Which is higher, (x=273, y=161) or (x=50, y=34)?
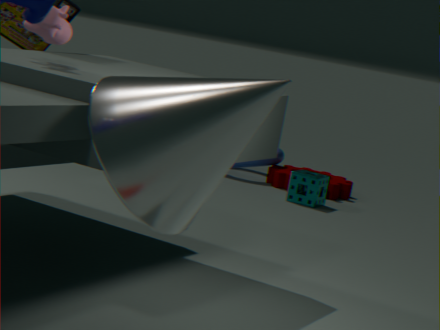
(x=50, y=34)
